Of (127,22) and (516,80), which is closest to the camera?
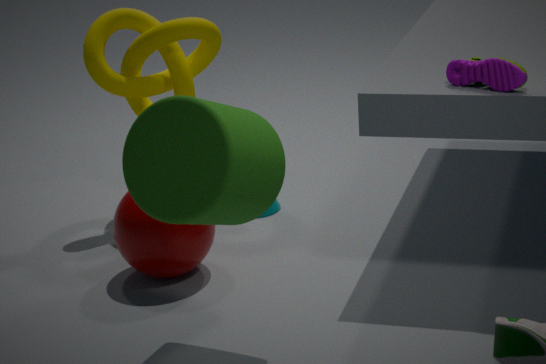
(516,80)
